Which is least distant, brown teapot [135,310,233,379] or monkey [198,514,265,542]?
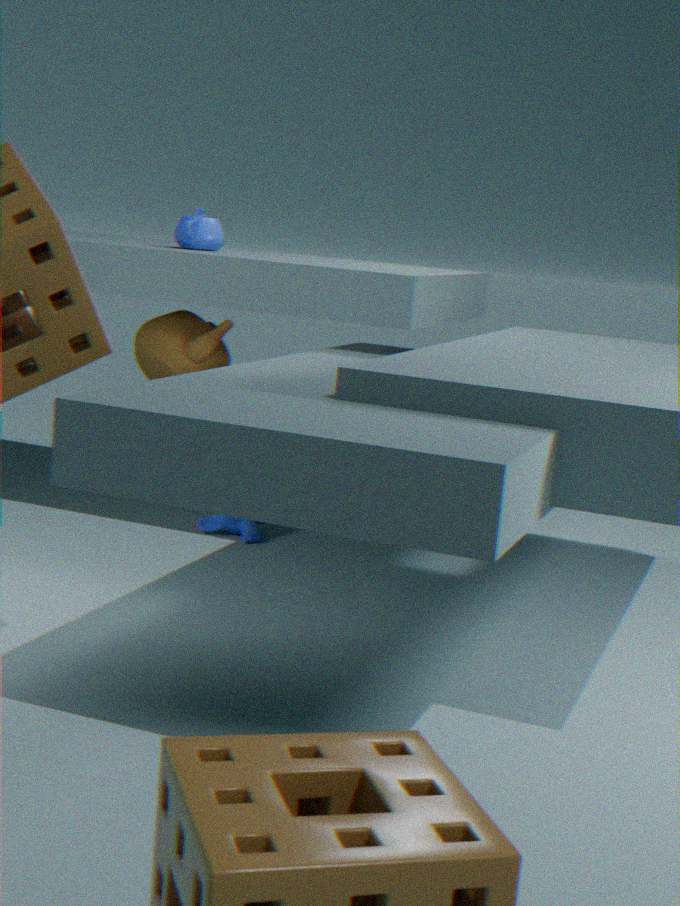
brown teapot [135,310,233,379]
